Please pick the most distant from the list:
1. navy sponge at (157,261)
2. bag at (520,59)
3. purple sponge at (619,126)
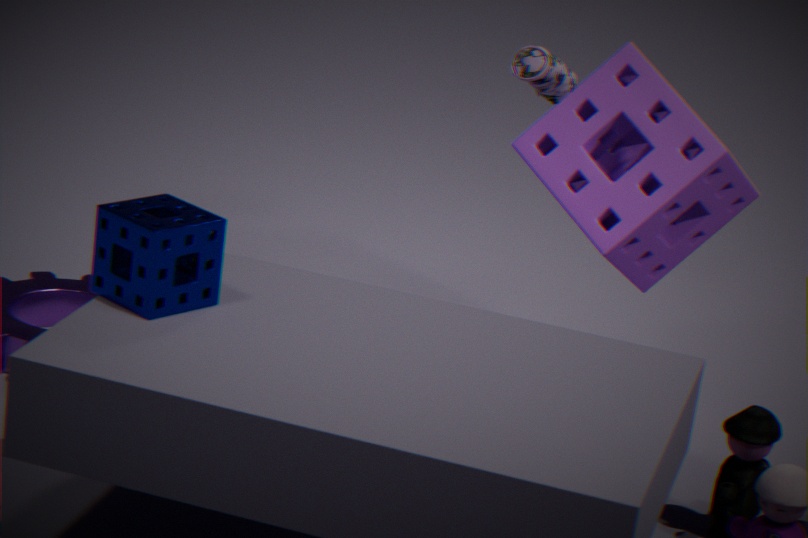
bag at (520,59)
